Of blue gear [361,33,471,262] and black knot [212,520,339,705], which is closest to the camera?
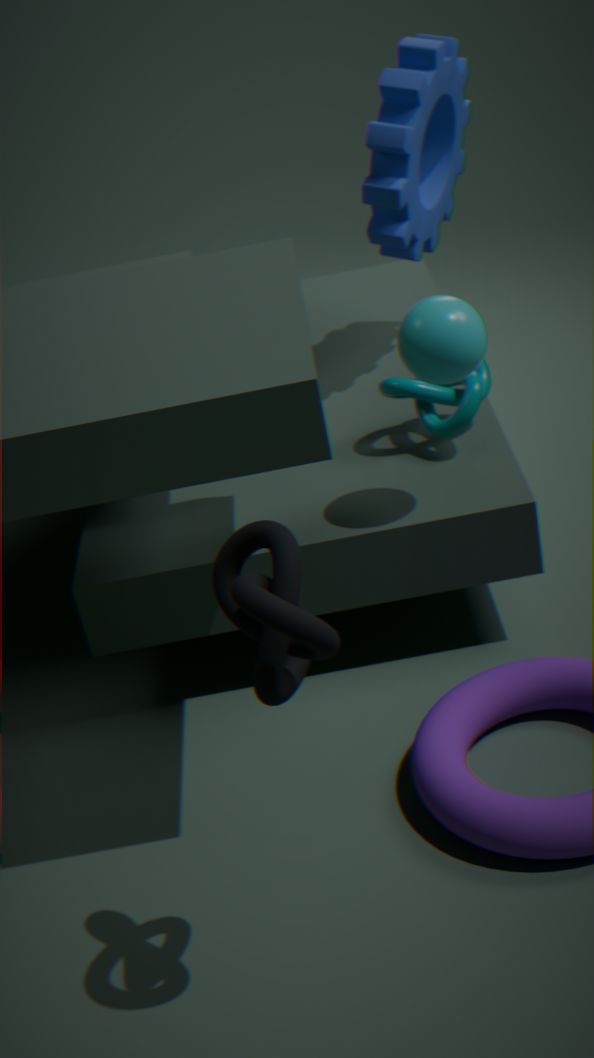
black knot [212,520,339,705]
